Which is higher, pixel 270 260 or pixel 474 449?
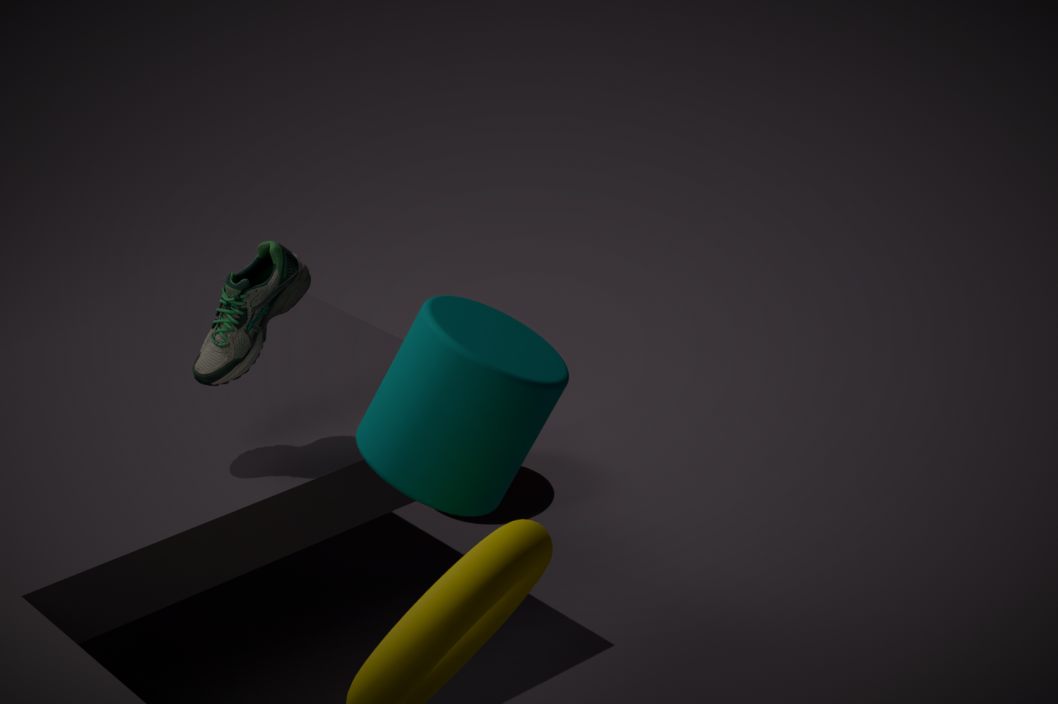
pixel 270 260
